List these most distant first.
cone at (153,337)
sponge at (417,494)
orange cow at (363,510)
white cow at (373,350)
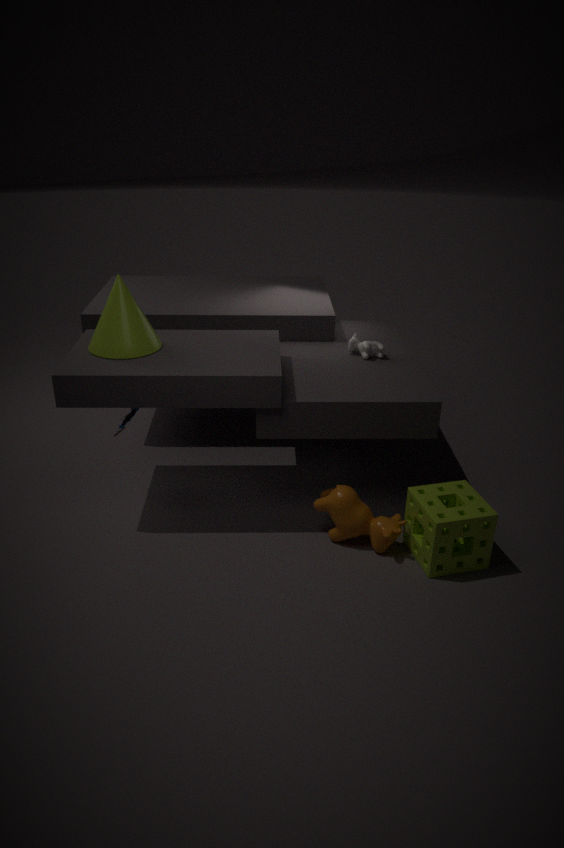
white cow at (373,350)
cone at (153,337)
orange cow at (363,510)
sponge at (417,494)
